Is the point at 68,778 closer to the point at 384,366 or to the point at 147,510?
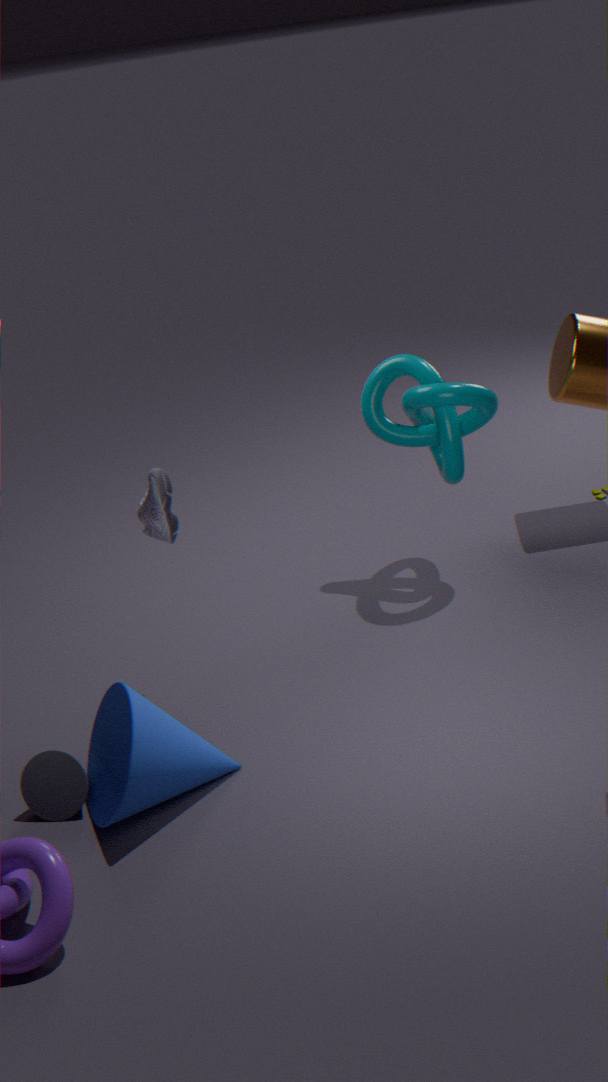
the point at 147,510
